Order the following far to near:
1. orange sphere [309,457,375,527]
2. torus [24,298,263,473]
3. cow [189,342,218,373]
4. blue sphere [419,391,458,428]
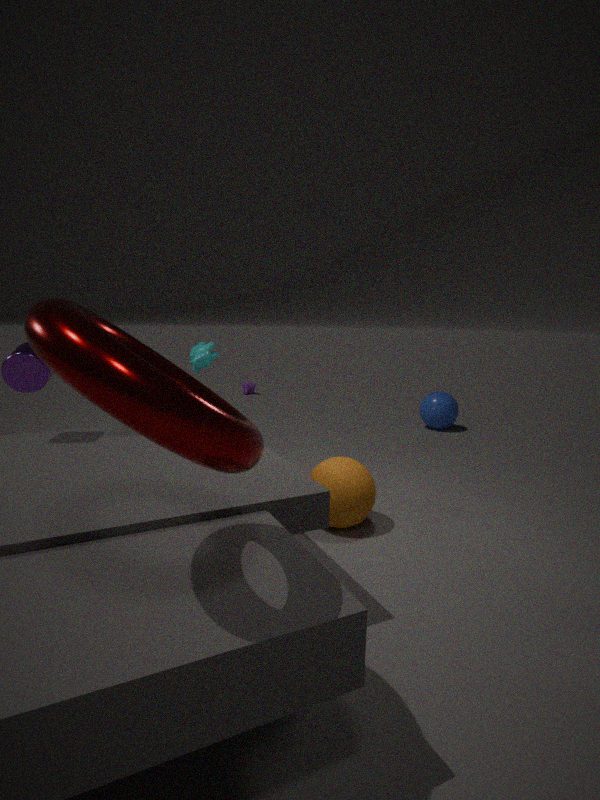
blue sphere [419,391,458,428] → cow [189,342,218,373] → orange sphere [309,457,375,527] → torus [24,298,263,473]
